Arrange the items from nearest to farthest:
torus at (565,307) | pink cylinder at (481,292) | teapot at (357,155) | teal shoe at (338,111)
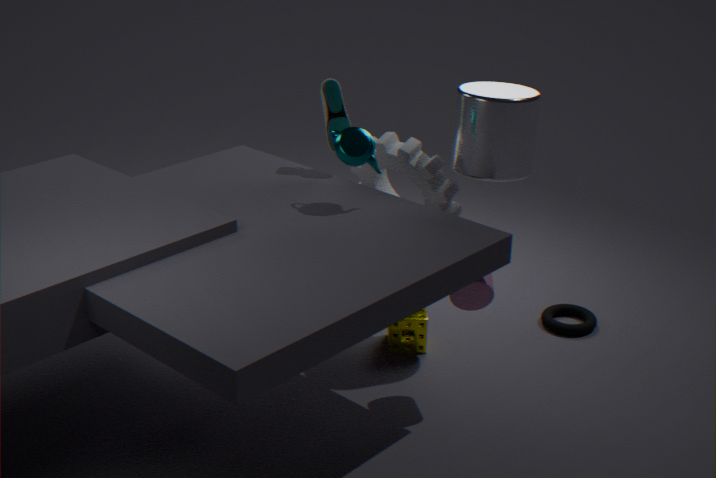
pink cylinder at (481,292) < teapot at (357,155) < teal shoe at (338,111) < torus at (565,307)
